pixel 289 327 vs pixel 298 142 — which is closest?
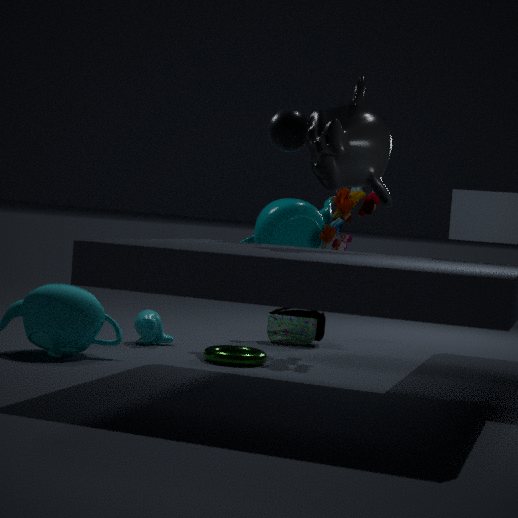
pixel 298 142
